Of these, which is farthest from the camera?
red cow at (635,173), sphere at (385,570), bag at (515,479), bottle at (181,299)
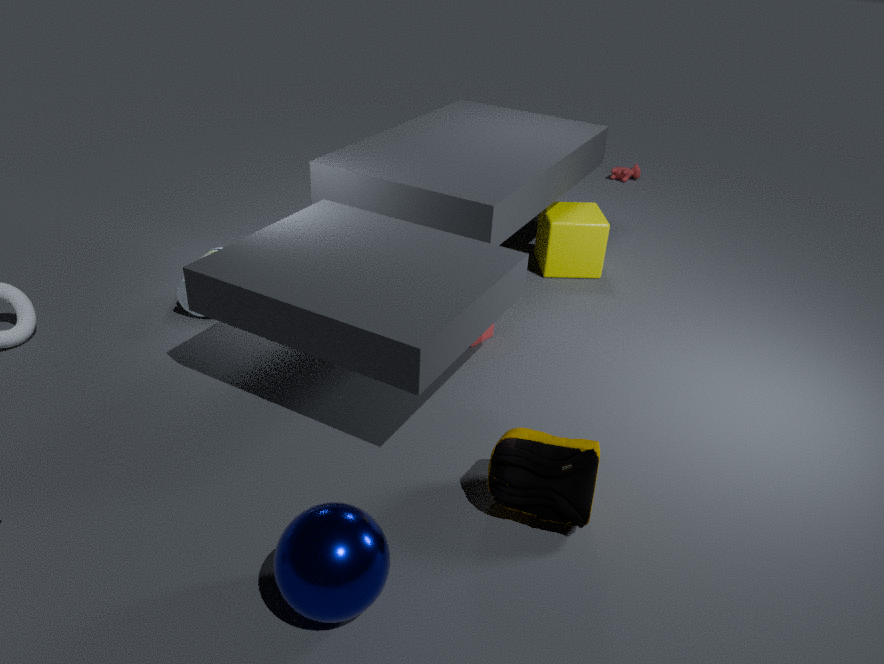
red cow at (635,173)
